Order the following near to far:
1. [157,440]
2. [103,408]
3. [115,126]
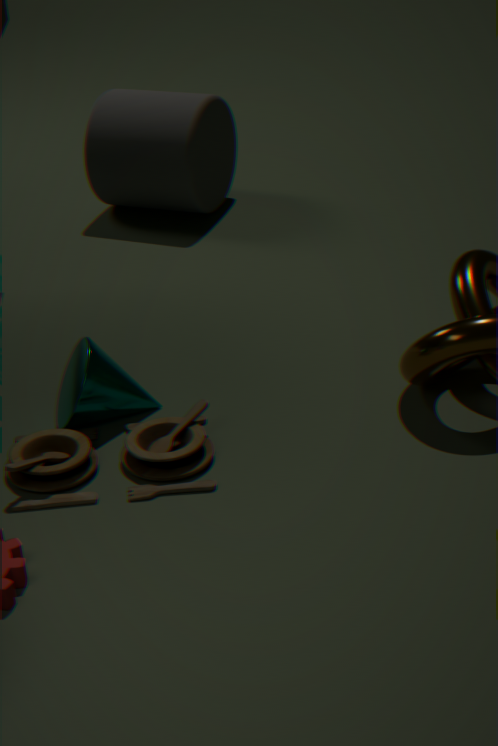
1. [157,440]
2. [103,408]
3. [115,126]
